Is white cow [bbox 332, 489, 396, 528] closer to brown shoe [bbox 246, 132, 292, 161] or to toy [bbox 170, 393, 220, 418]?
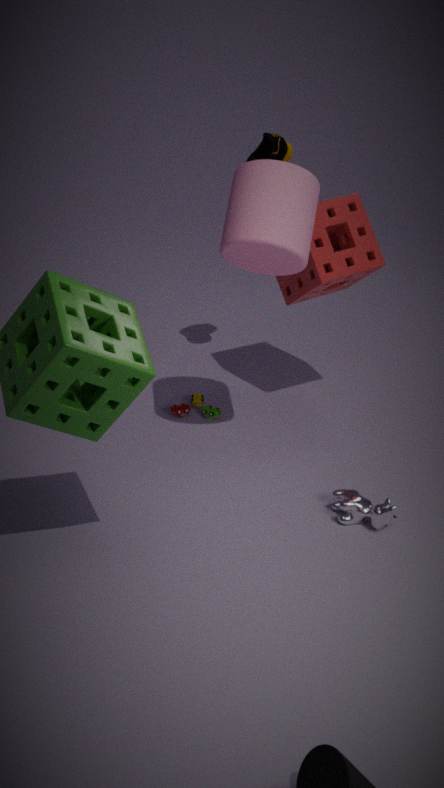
toy [bbox 170, 393, 220, 418]
